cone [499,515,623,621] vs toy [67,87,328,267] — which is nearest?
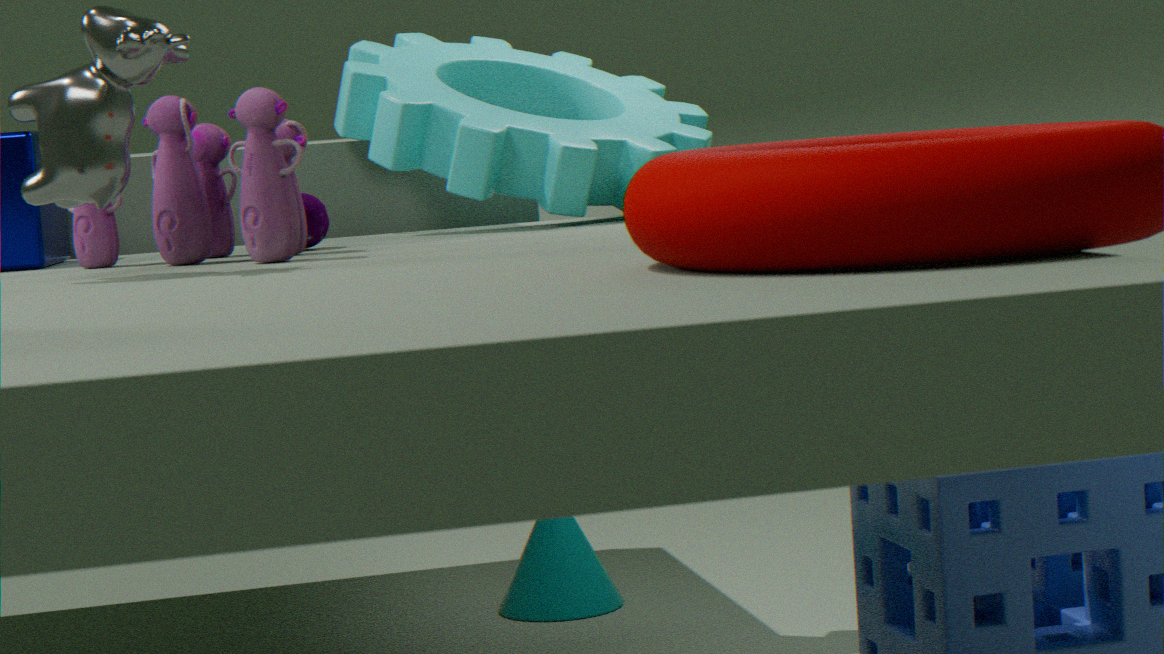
toy [67,87,328,267]
